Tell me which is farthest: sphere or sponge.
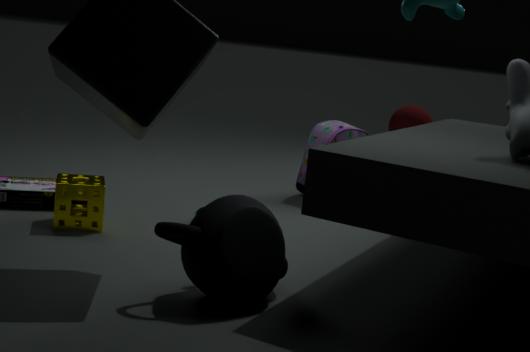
sphere
